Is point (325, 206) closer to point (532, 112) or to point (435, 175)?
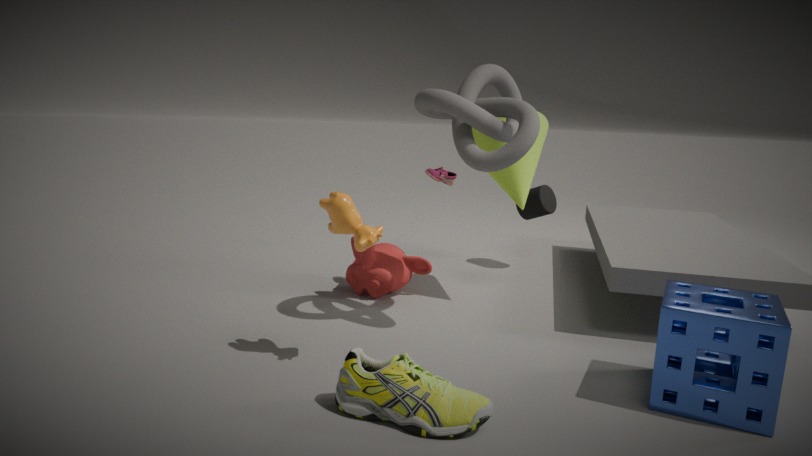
point (532, 112)
